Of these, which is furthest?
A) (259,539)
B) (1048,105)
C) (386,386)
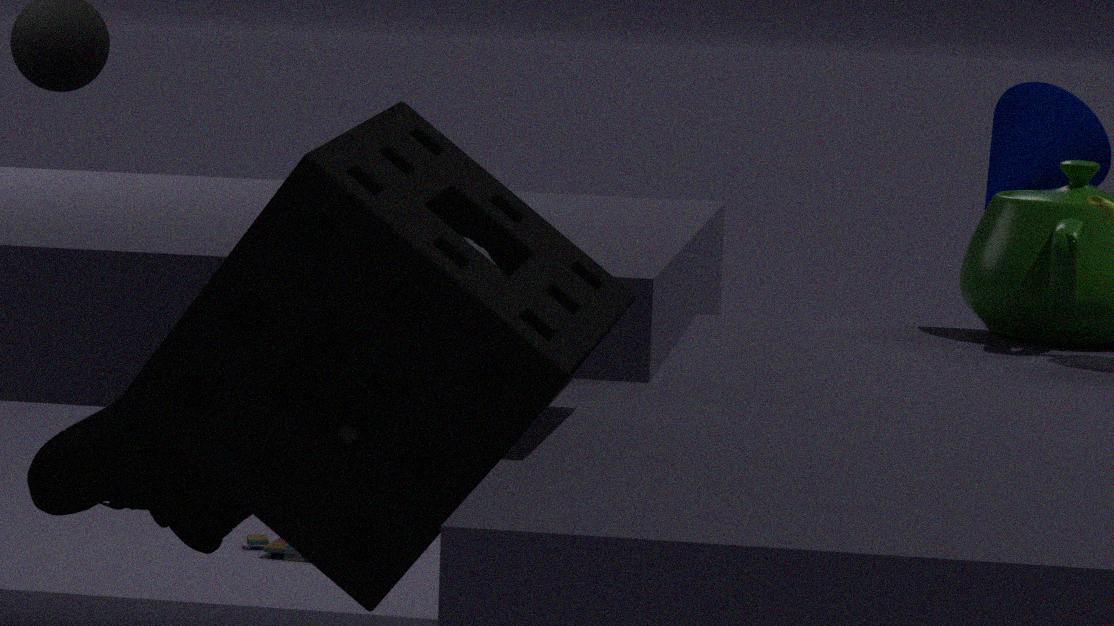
(259,539)
